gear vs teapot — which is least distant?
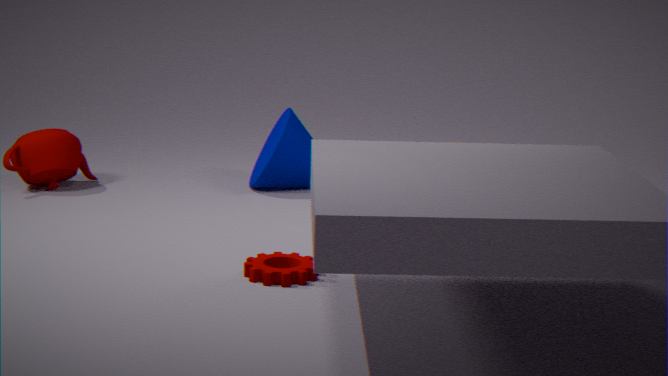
gear
